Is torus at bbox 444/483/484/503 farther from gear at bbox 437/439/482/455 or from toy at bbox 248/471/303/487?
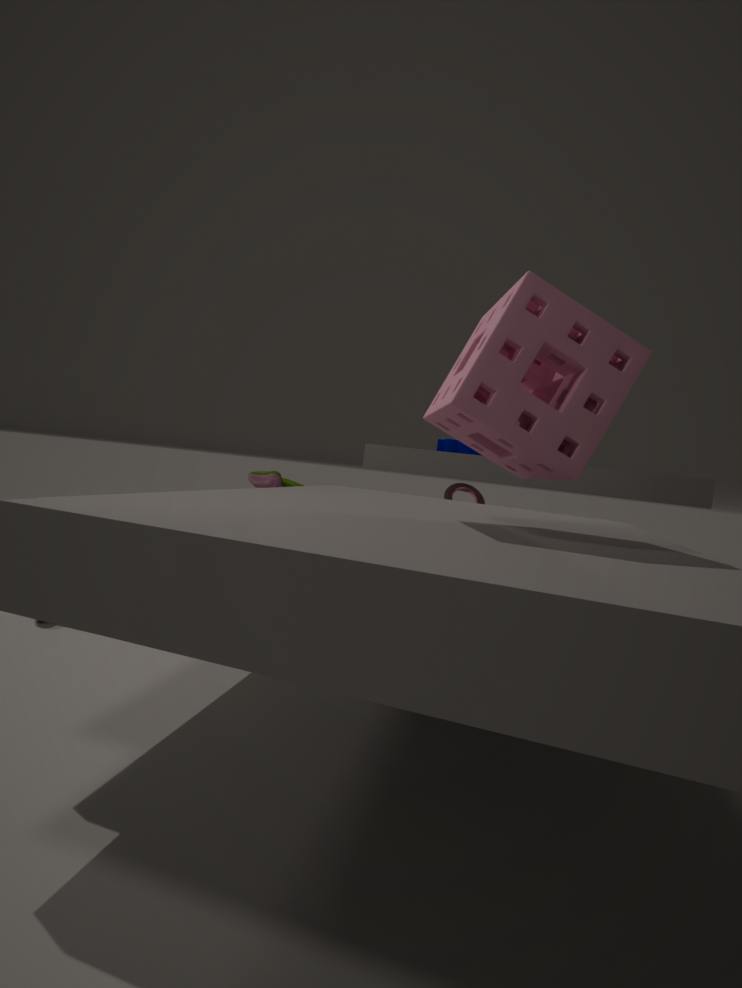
toy at bbox 248/471/303/487
